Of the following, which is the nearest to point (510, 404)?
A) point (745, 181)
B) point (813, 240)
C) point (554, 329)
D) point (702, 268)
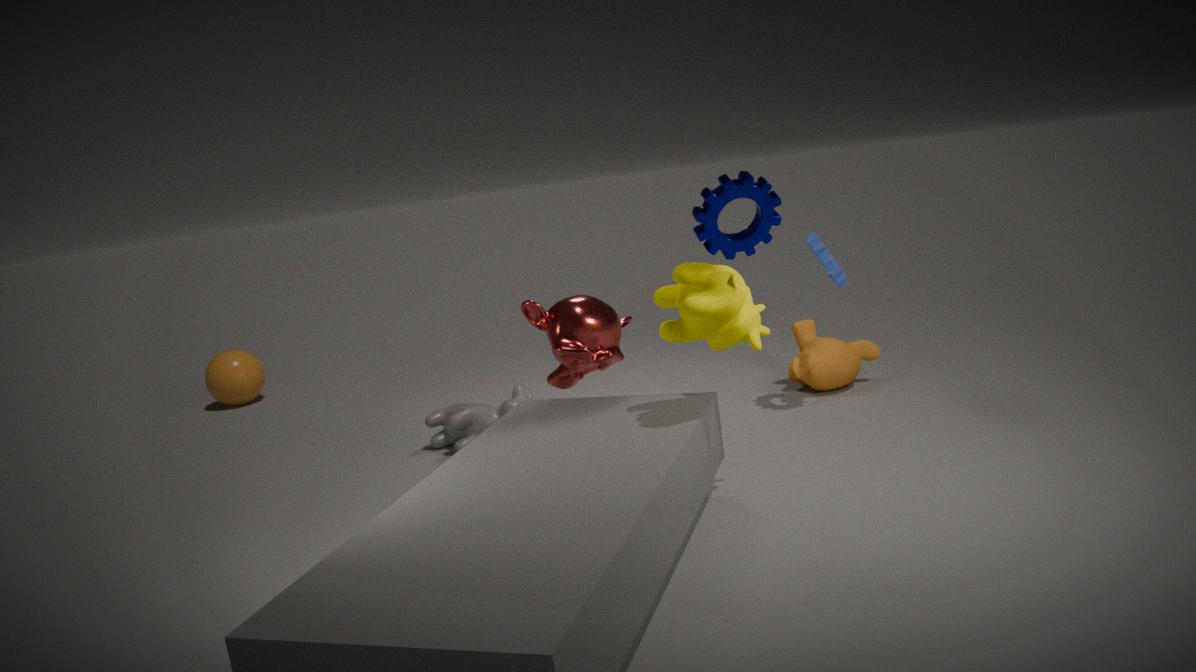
point (554, 329)
